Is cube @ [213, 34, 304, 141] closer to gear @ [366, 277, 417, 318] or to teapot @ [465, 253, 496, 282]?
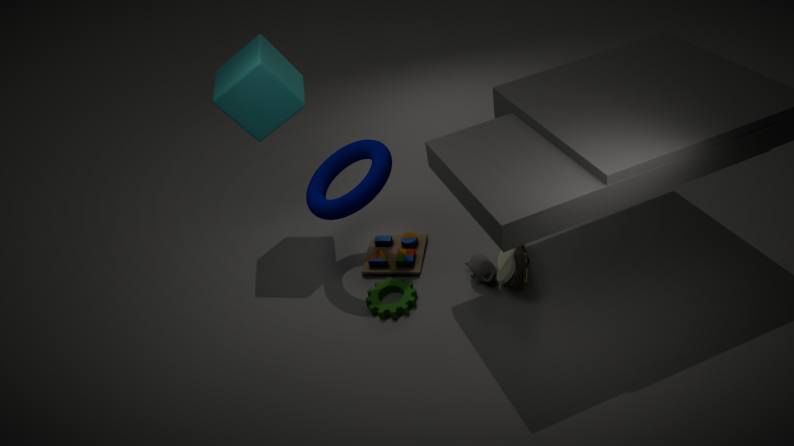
gear @ [366, 277, 417, 318]
